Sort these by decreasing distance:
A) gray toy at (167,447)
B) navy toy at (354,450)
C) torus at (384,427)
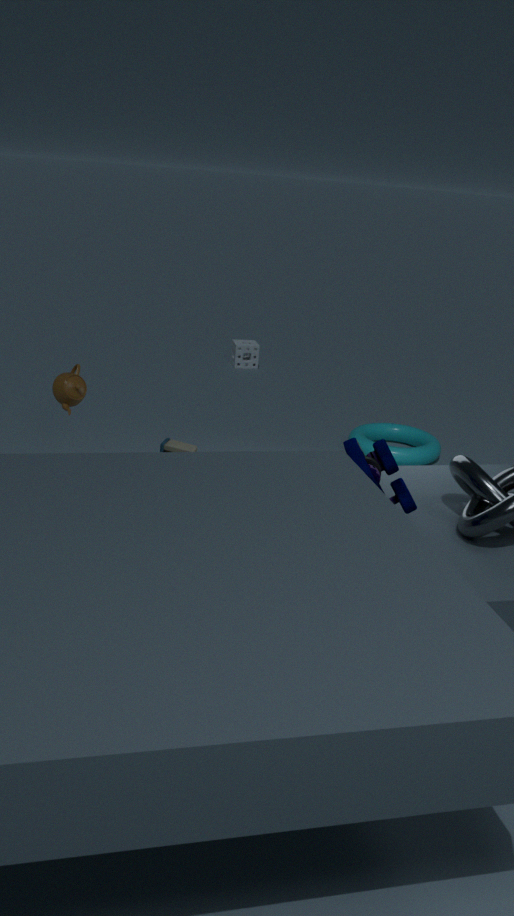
torus at (384,427), gray toy at (167,447), navy toy at (354,450)
